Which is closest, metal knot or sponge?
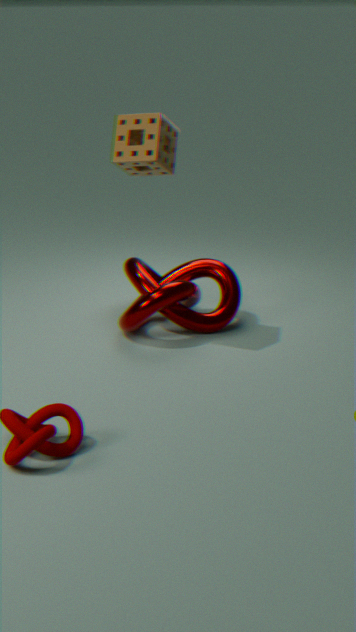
sponge
